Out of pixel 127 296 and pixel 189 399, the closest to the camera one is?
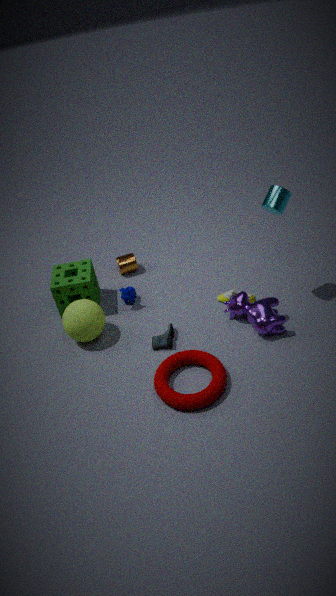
pixel 189 399
